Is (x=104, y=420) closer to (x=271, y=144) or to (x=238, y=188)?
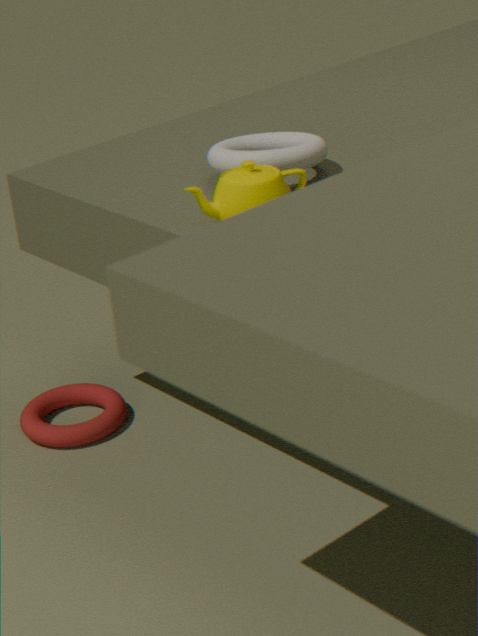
(x=271, y=144)
